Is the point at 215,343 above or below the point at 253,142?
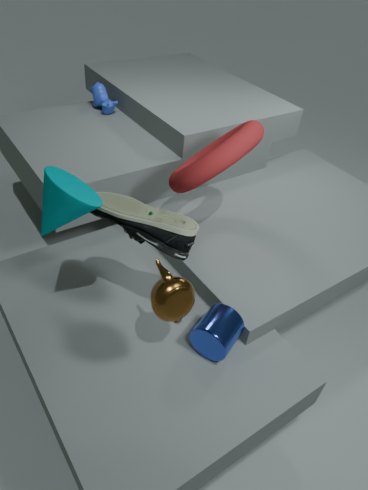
below
